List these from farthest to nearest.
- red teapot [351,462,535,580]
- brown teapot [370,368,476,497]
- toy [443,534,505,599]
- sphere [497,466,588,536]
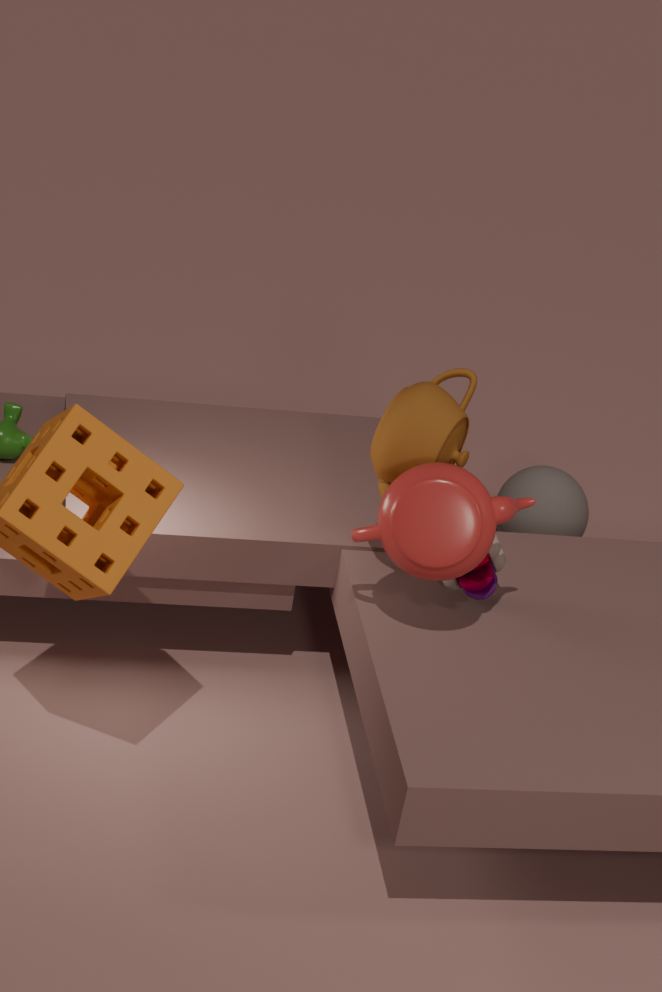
sphere [497,466,588,536], toy [443,534,505,599], brown teapot [370,368,476,497], red teapot [351,462,535,580]
